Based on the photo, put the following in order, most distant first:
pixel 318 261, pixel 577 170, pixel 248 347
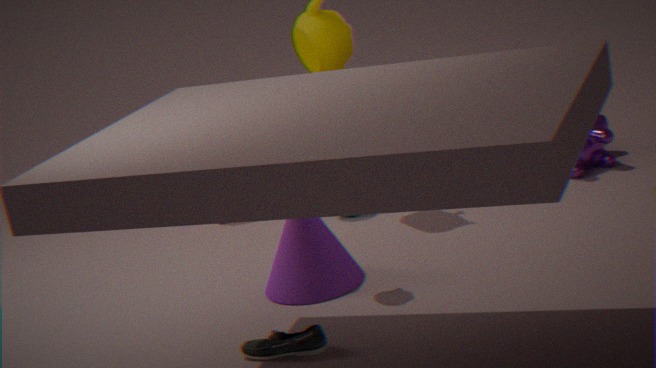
pixel 577 170 → pixel 318 261 → pixel 248 347
